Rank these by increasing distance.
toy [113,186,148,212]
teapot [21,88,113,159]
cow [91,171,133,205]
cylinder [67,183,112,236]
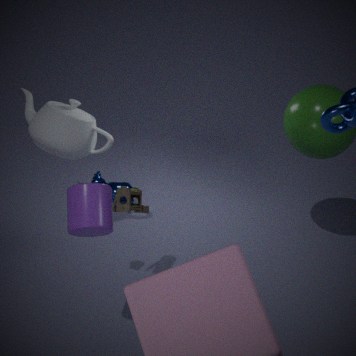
cylinder [67,183,112,236] → toy [113,186,148,212] → teapot [21,88,113,159] → cow [91,171,133,205]
